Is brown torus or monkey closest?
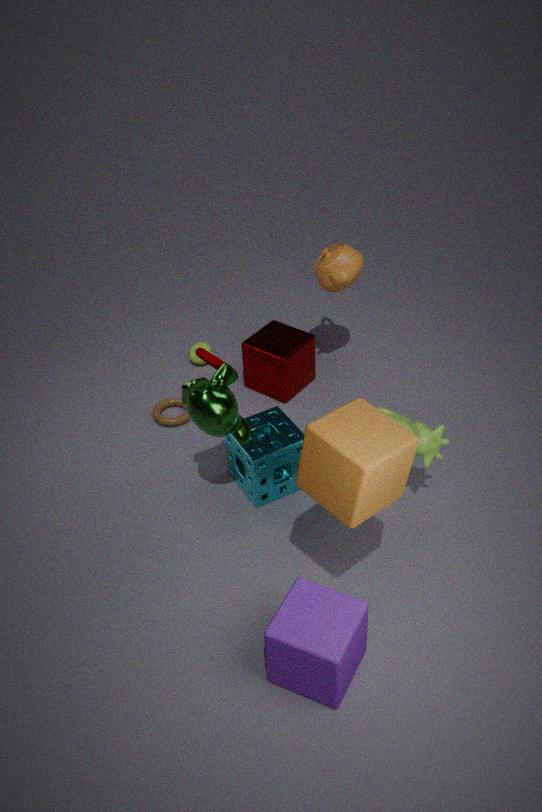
monkey
